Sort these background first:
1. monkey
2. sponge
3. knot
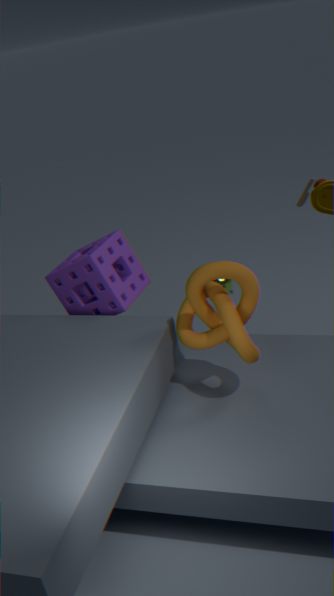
monkey
sponge
knot
